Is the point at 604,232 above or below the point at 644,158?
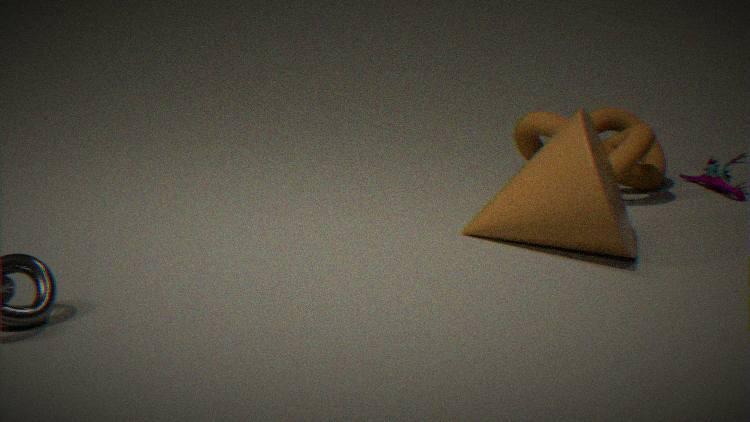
above
